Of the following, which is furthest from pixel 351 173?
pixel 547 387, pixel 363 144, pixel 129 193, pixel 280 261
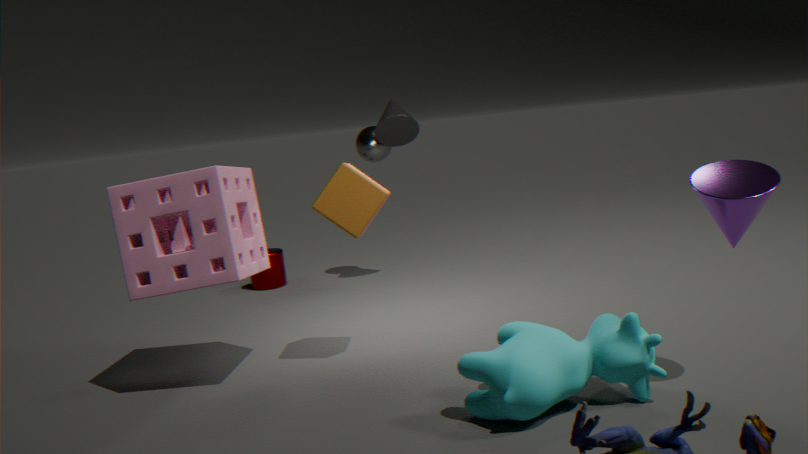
pixel 280 261
